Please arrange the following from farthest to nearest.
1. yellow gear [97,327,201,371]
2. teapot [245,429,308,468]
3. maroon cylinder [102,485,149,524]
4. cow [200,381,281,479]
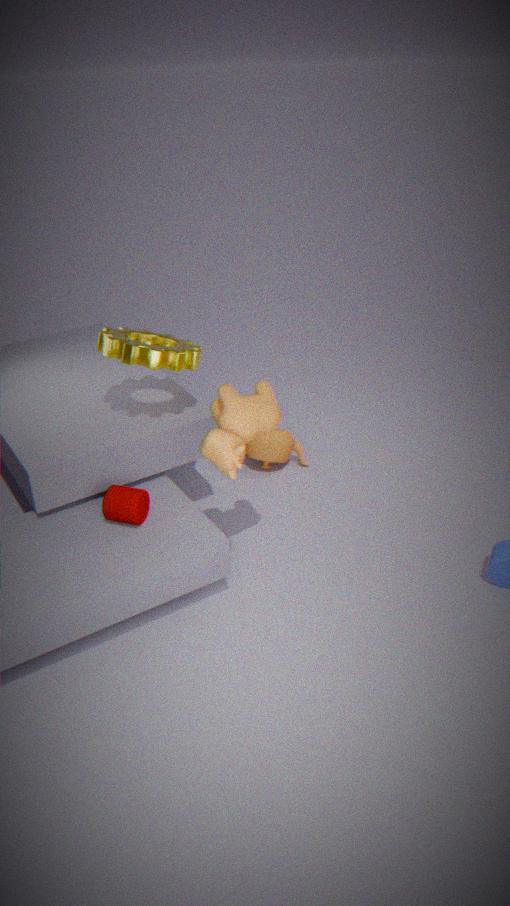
teapot [245,429,308,468] → yellow gear [97,327,201,371] → maroon cylinder [102,485,149,524] → cow [200,381,281,479]
